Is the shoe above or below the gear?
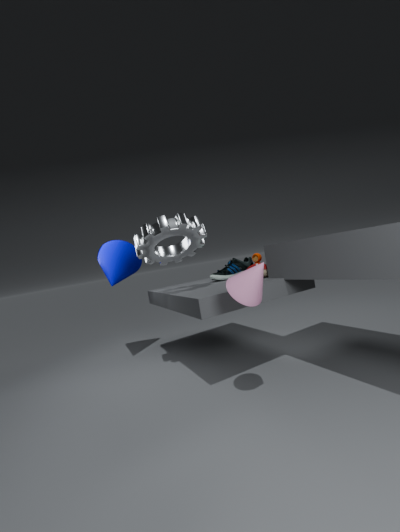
below
